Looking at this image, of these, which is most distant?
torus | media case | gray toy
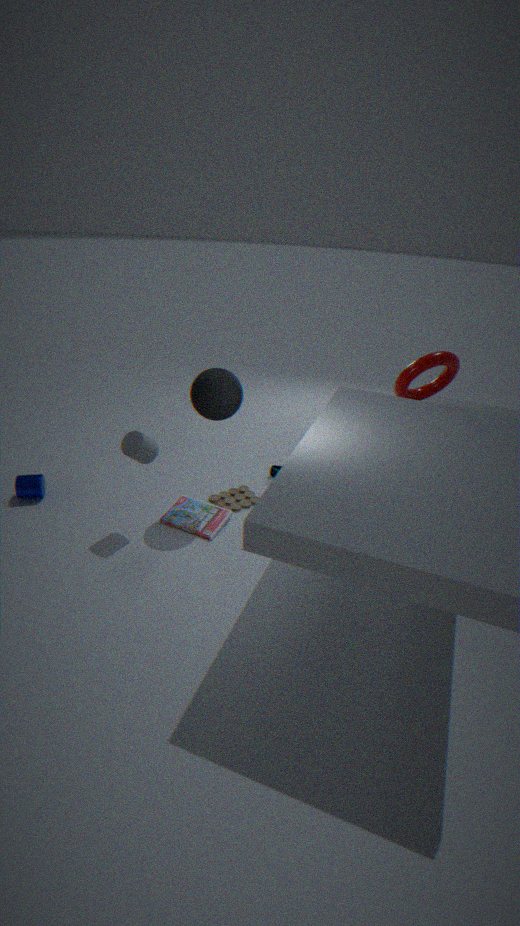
gray toy
